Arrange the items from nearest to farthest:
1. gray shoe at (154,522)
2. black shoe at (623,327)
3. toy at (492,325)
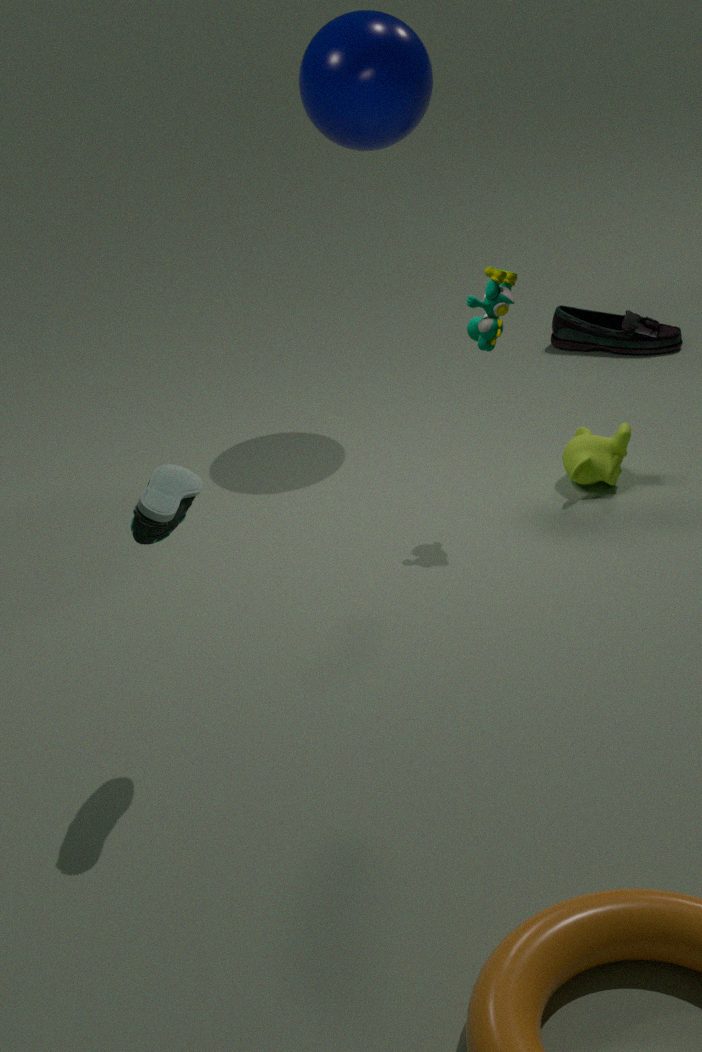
gray shoe at (154,522), toy at (492,325), black shoe at (623,327)
